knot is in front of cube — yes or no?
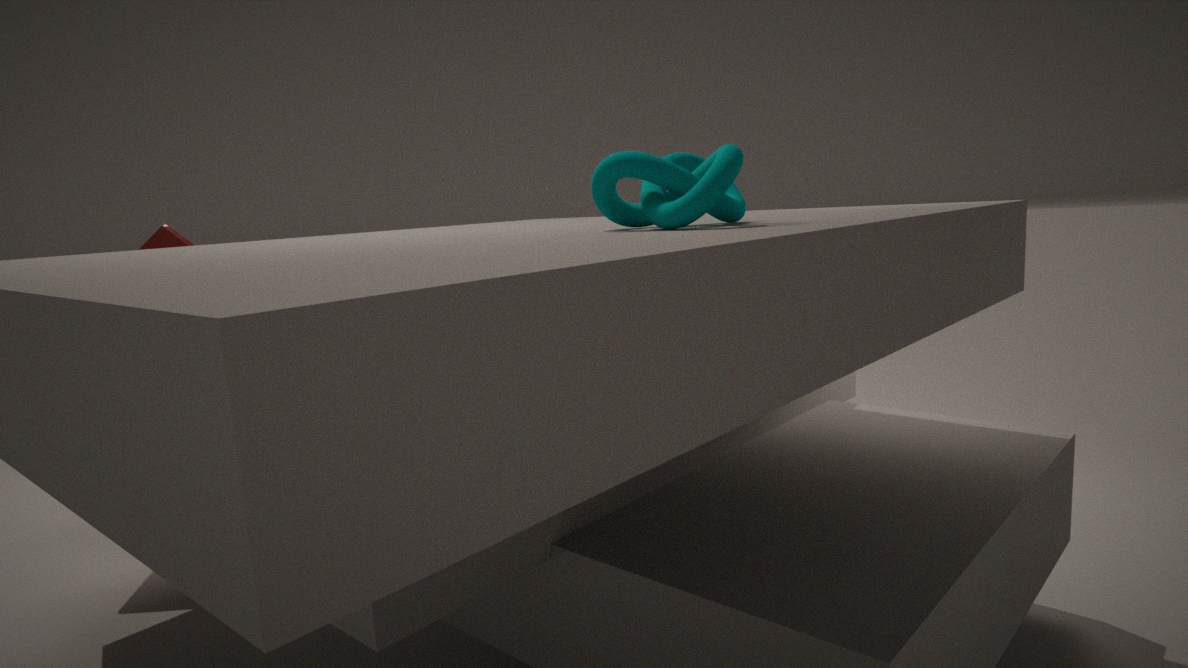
Yes
